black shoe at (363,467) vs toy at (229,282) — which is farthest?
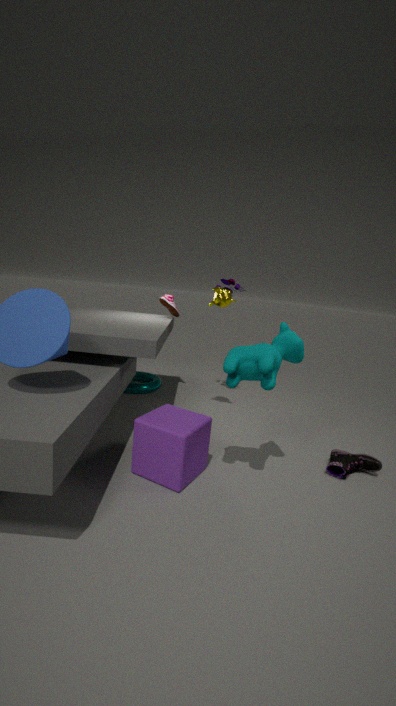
toy at (229,282)
